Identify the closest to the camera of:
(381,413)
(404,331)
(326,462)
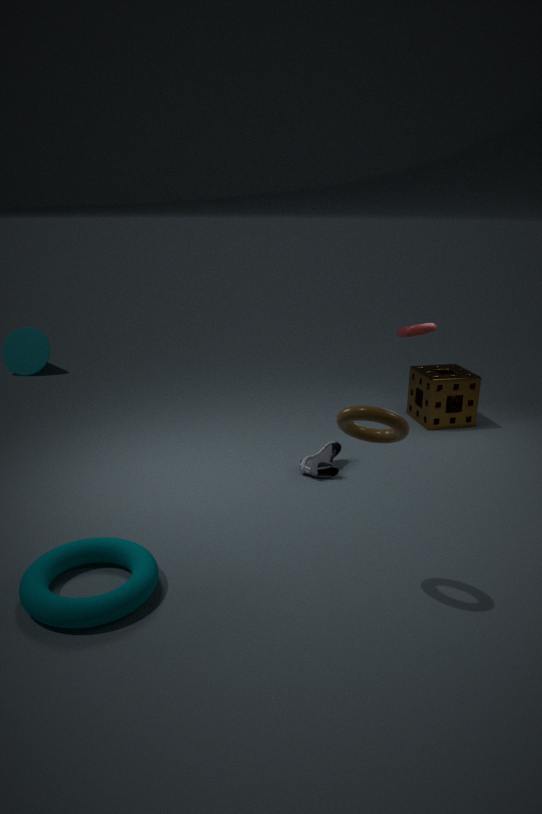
(381,413)
